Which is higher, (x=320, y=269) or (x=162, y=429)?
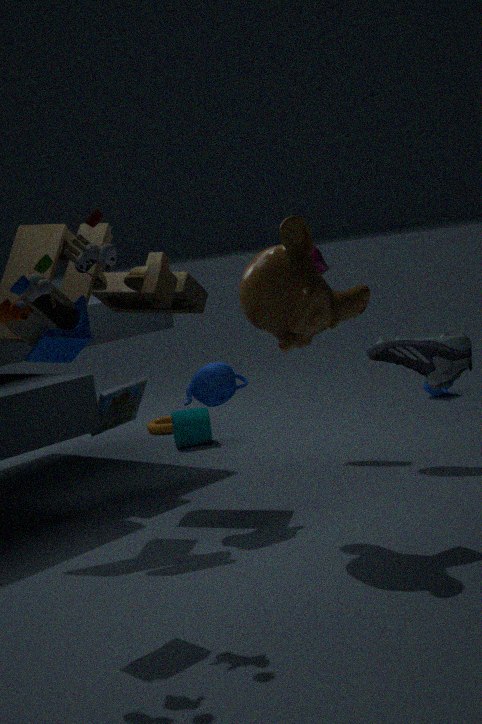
(x=320, y=269)
